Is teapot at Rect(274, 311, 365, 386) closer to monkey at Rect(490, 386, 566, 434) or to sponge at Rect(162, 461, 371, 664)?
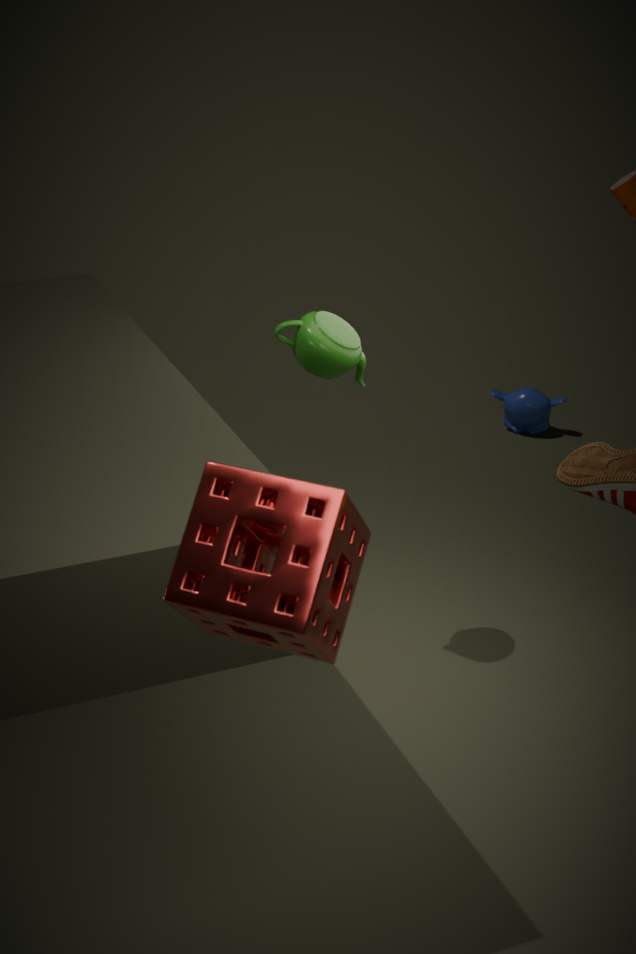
sponge at Rect(162, 461, 371, 664)
